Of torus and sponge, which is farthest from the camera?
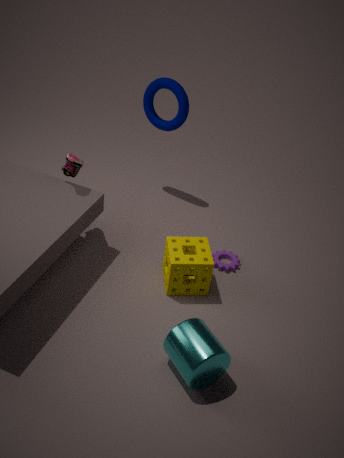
torus
